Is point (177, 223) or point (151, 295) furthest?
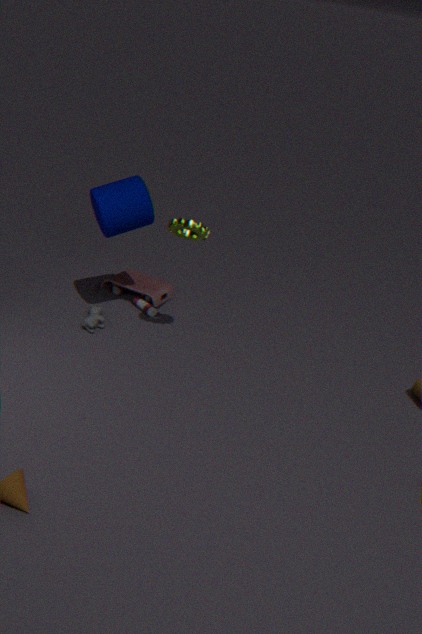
point (151, 295)
